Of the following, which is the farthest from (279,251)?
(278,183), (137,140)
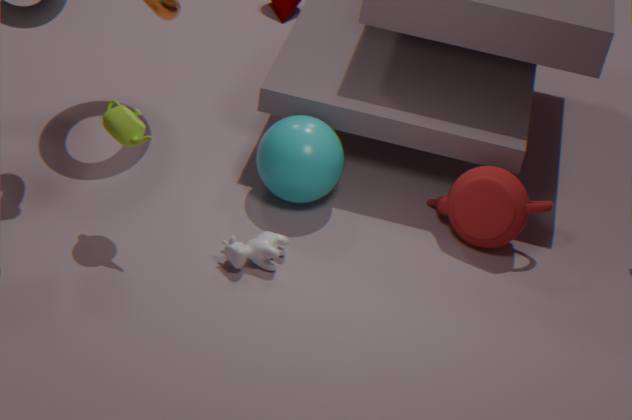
(137,140)
